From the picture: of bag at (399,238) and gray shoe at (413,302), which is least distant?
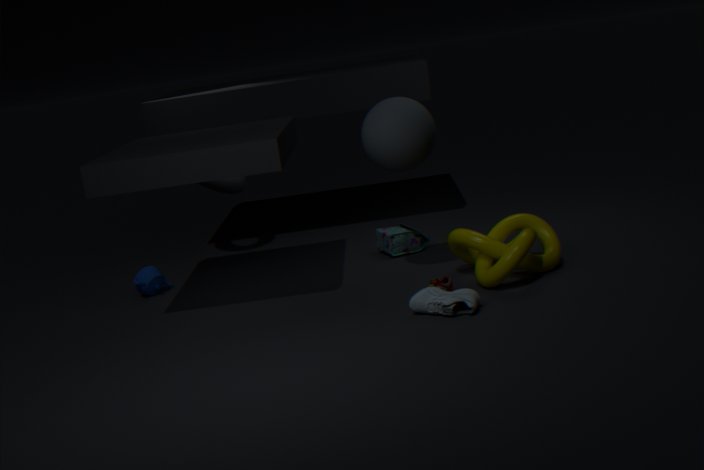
gray shoe at (413,302)
